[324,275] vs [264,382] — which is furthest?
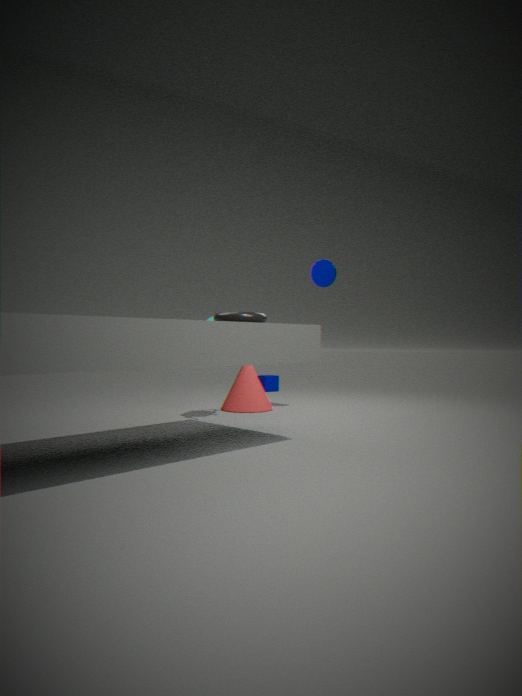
[264,382]
